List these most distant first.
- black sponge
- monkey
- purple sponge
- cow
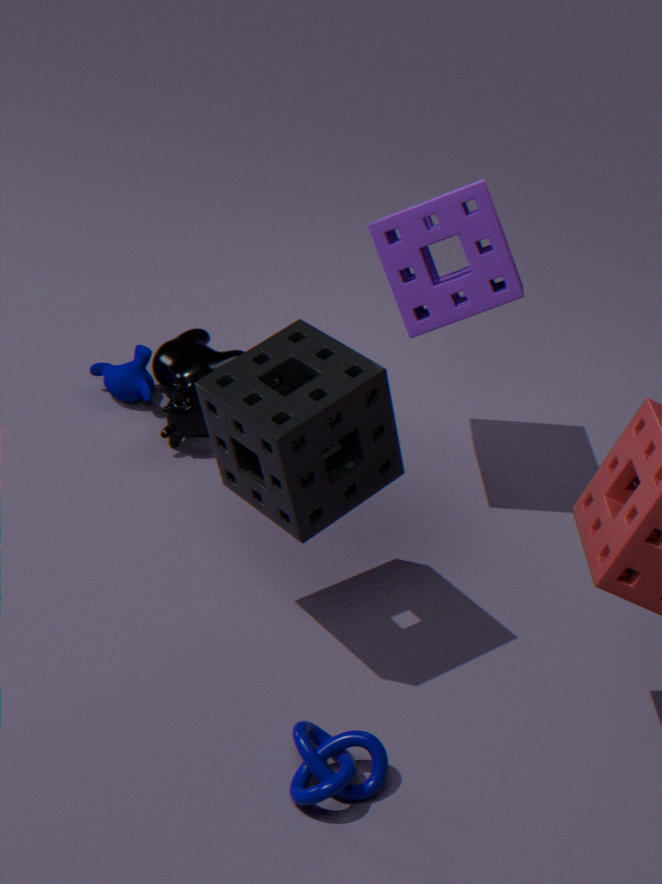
monkey
cow
purple sponge
black sponge
